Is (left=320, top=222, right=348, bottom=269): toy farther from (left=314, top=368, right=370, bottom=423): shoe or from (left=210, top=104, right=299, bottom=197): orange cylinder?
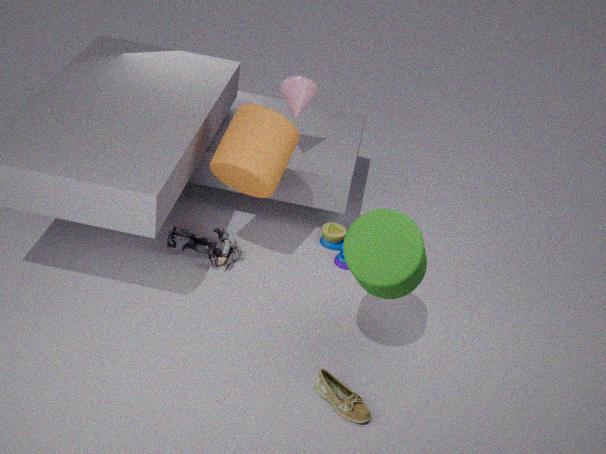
(left=314, top=368, right=370, bottom=423): shoe
